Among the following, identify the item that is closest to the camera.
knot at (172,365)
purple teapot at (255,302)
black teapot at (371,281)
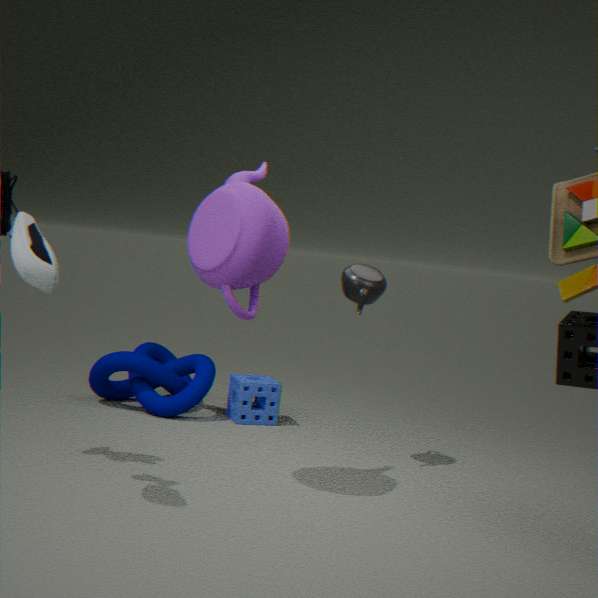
purple teapot at (255,302)
